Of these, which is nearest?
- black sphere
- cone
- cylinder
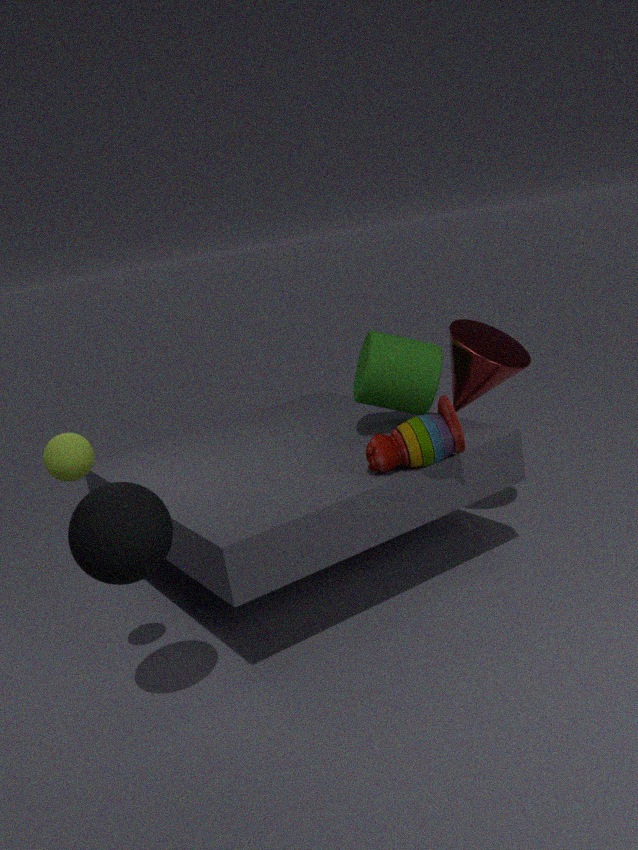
black sphere
